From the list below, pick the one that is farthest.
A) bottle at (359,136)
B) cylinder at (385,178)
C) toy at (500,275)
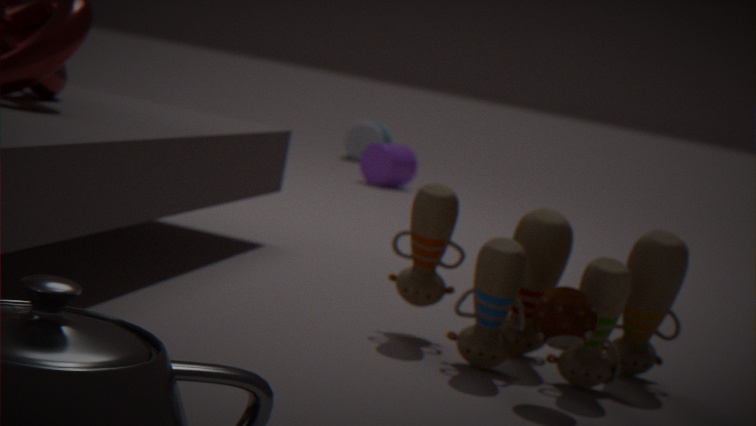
bottle at (359,136)
